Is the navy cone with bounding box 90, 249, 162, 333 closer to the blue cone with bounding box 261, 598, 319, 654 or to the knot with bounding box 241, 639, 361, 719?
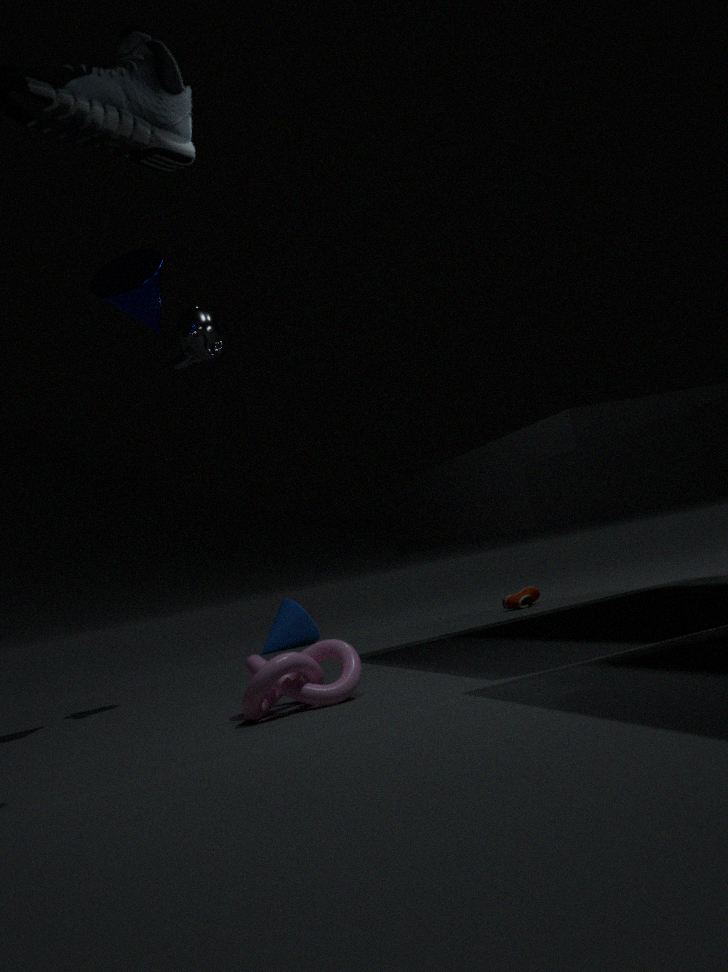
the knot with bounding box 241, 639, 361, 719
